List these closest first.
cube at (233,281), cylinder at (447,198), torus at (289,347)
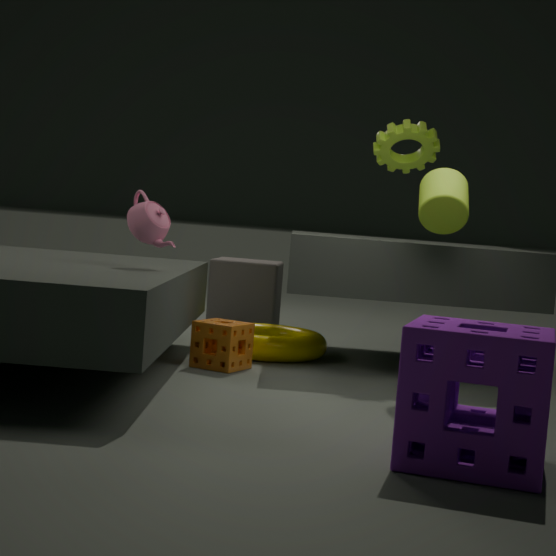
1. cylinder at (447,198)
2. torus at (289,347)
3. cube at (233,281)
